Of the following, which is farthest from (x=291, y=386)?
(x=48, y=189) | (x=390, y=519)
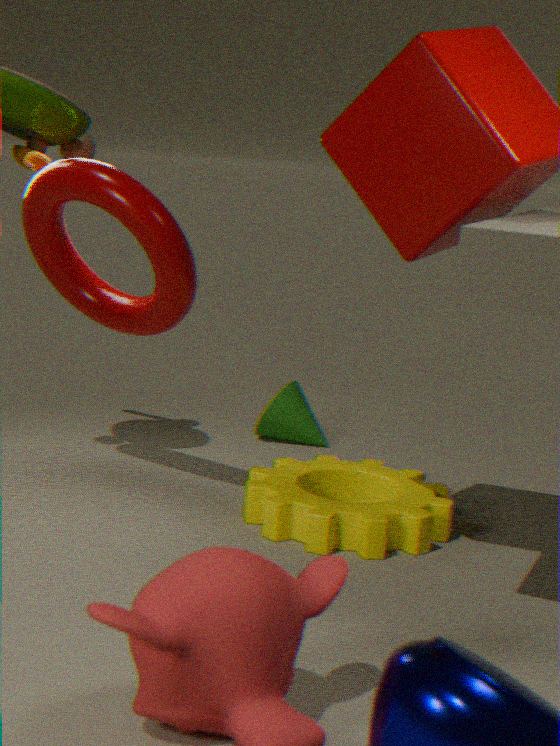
(x=48, y=189)
